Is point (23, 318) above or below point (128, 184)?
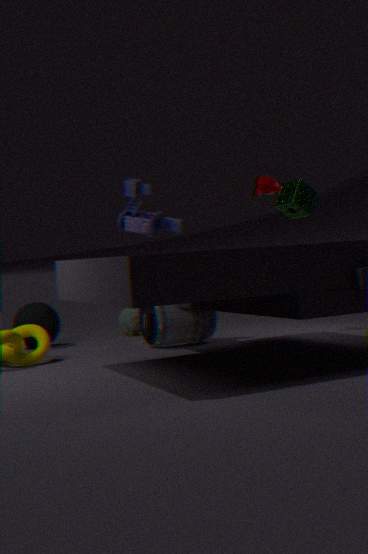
below
